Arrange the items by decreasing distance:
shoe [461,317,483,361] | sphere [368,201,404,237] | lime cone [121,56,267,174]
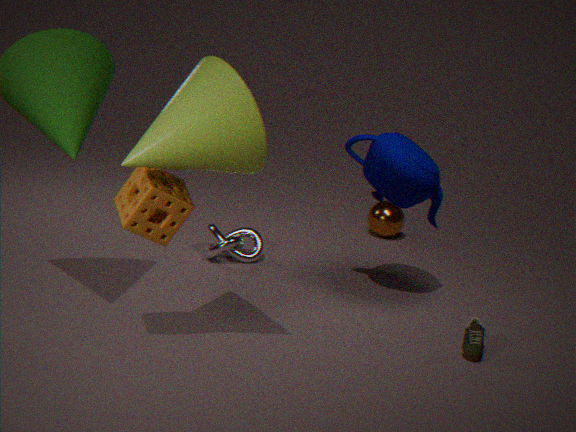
sphere [368,201,404,237] < shoe [461,317,483,361] < lime cone [121,56,267,174]
